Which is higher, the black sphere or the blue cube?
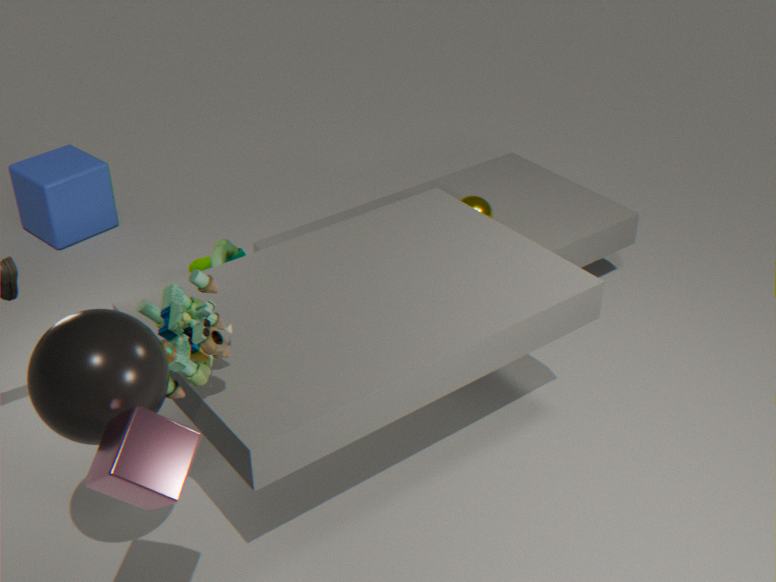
the black sphere
